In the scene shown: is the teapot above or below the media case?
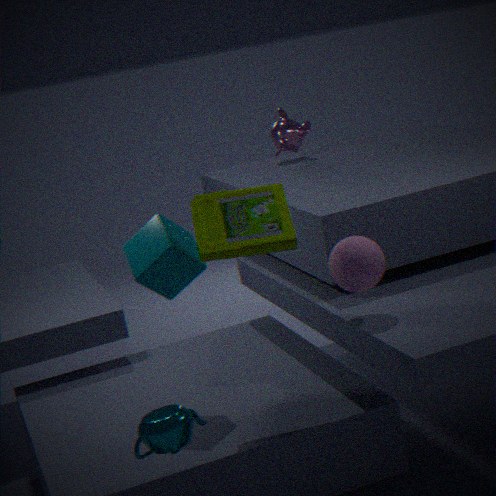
below
